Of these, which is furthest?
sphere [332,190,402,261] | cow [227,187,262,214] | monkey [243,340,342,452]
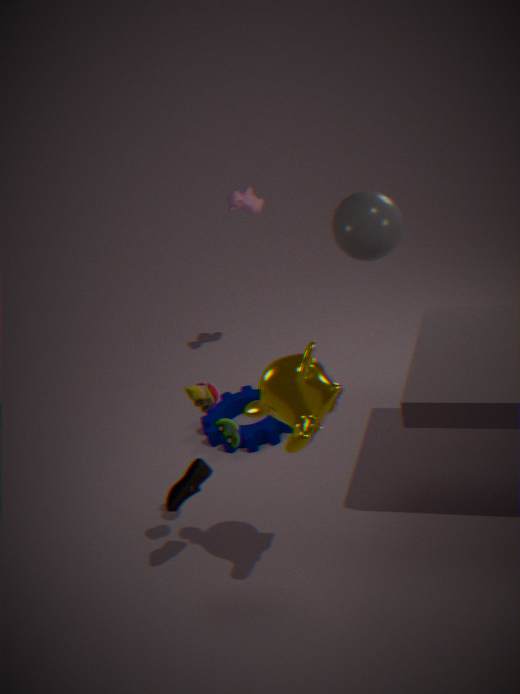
cow [227,187,262,214]
